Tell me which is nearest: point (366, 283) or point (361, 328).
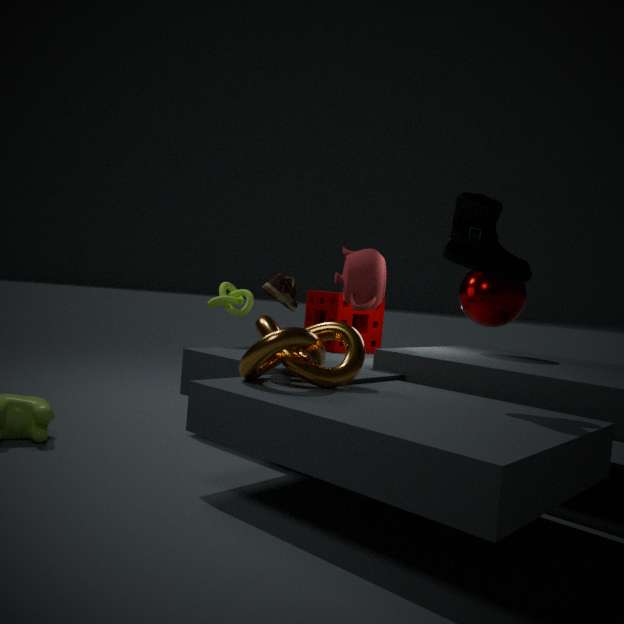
point (366, 283)
